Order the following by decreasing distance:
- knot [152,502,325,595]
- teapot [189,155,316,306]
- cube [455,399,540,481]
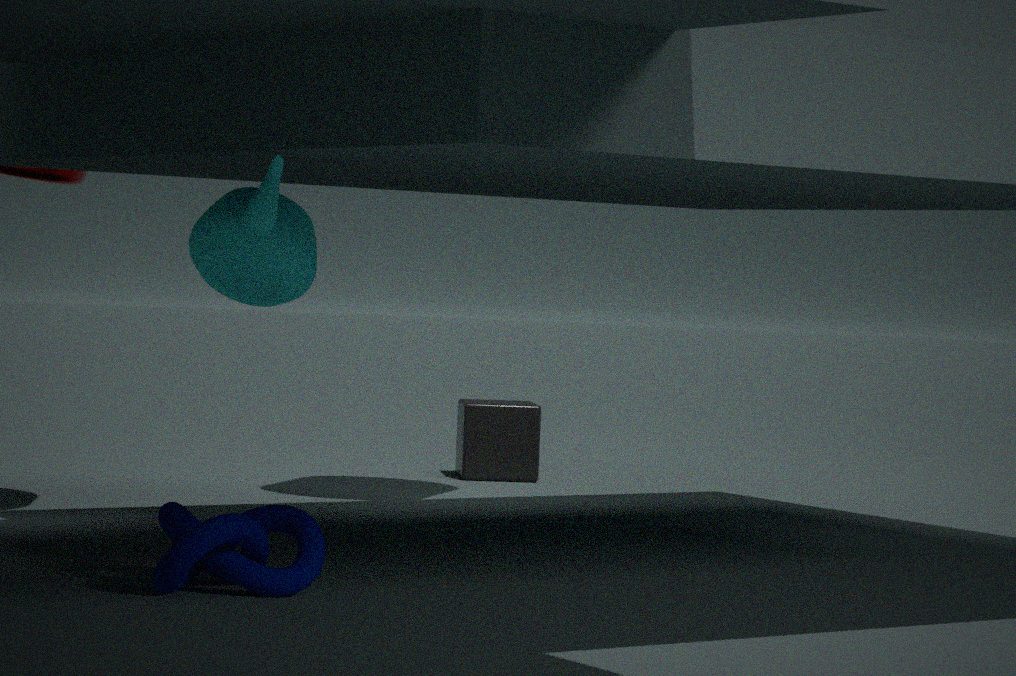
cube [455,399,540,481] < knot [152,502,325,595] < teapot [189,155,316,306]
